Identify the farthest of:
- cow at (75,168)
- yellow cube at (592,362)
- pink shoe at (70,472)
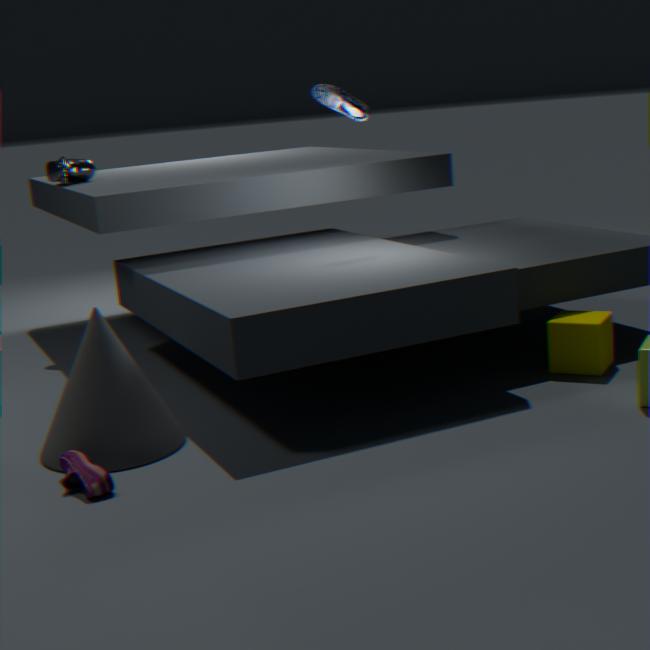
cow at (75,168)
